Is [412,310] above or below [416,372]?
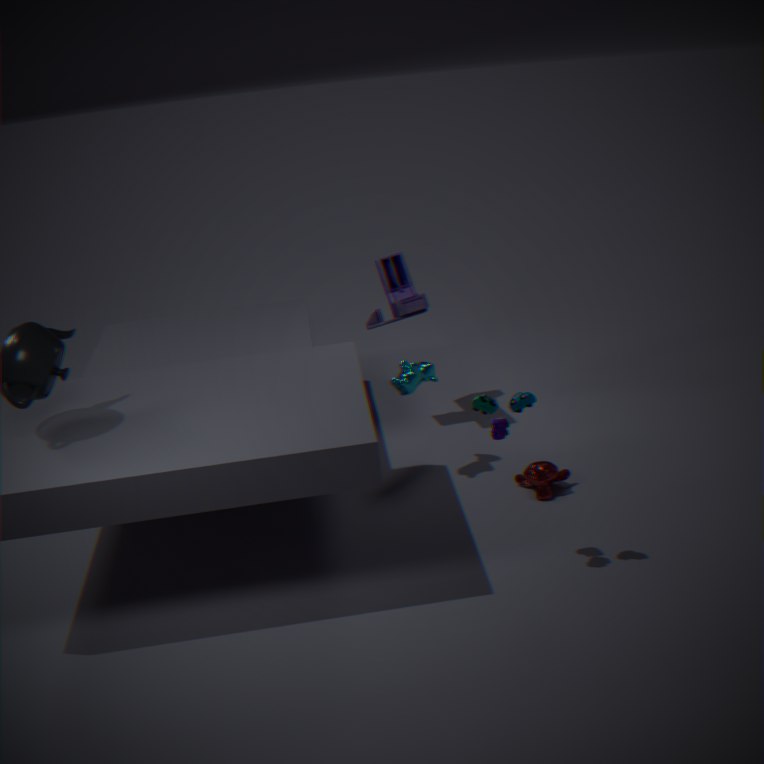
above
